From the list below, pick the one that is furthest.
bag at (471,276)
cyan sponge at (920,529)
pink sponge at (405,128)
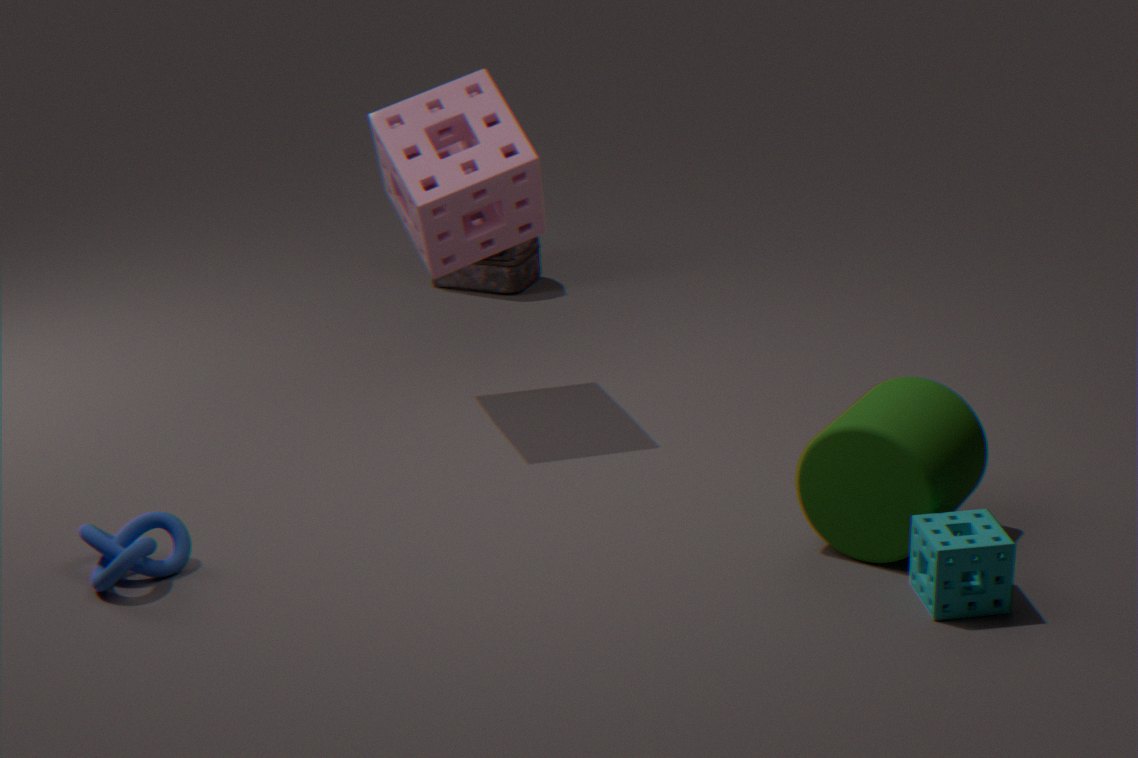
bag at (471,276)
